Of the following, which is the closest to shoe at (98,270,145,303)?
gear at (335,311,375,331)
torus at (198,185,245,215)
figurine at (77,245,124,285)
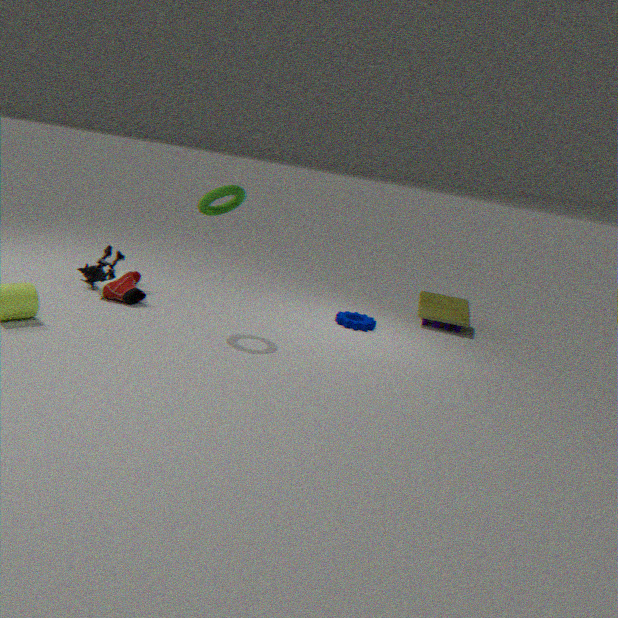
figurine at (77,245,124,285)
